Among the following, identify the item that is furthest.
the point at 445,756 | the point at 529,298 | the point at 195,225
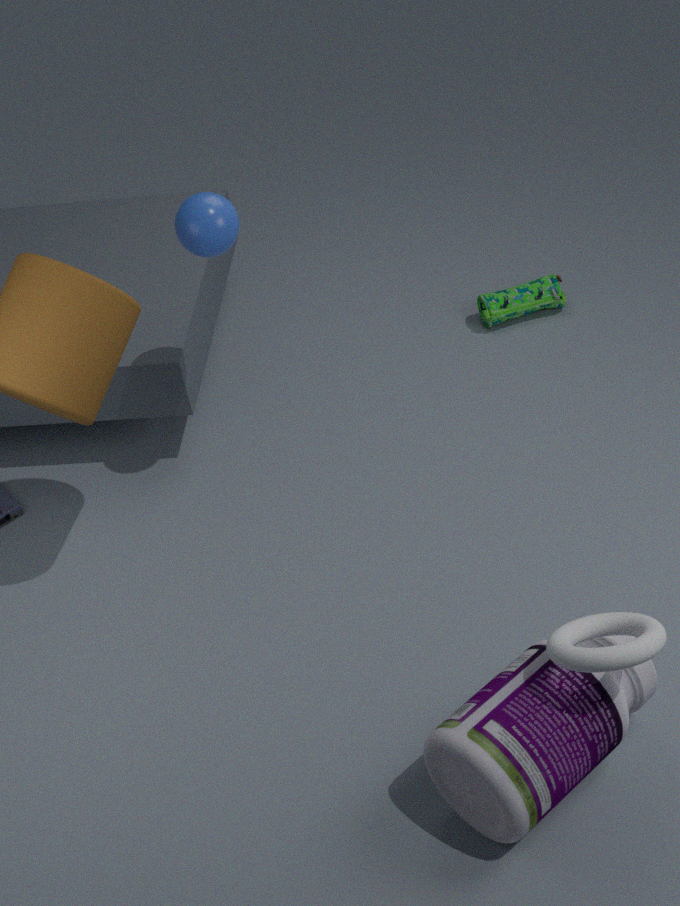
the point at 529,298
